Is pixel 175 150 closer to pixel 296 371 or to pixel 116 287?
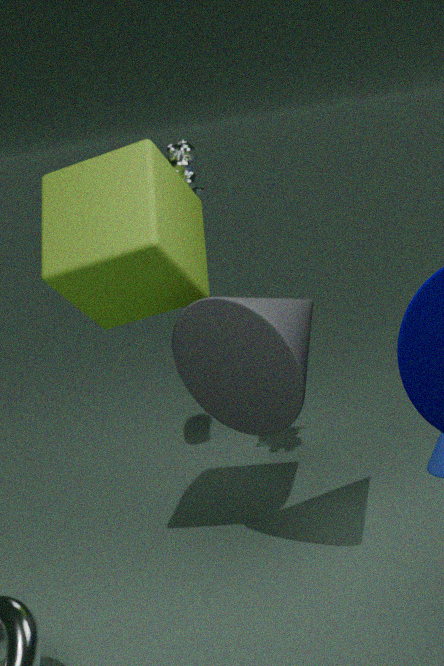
pixel 116 287
